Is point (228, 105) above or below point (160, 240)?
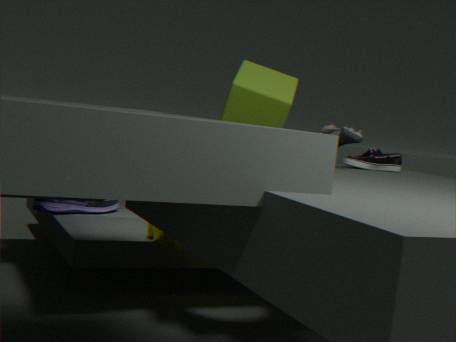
above
